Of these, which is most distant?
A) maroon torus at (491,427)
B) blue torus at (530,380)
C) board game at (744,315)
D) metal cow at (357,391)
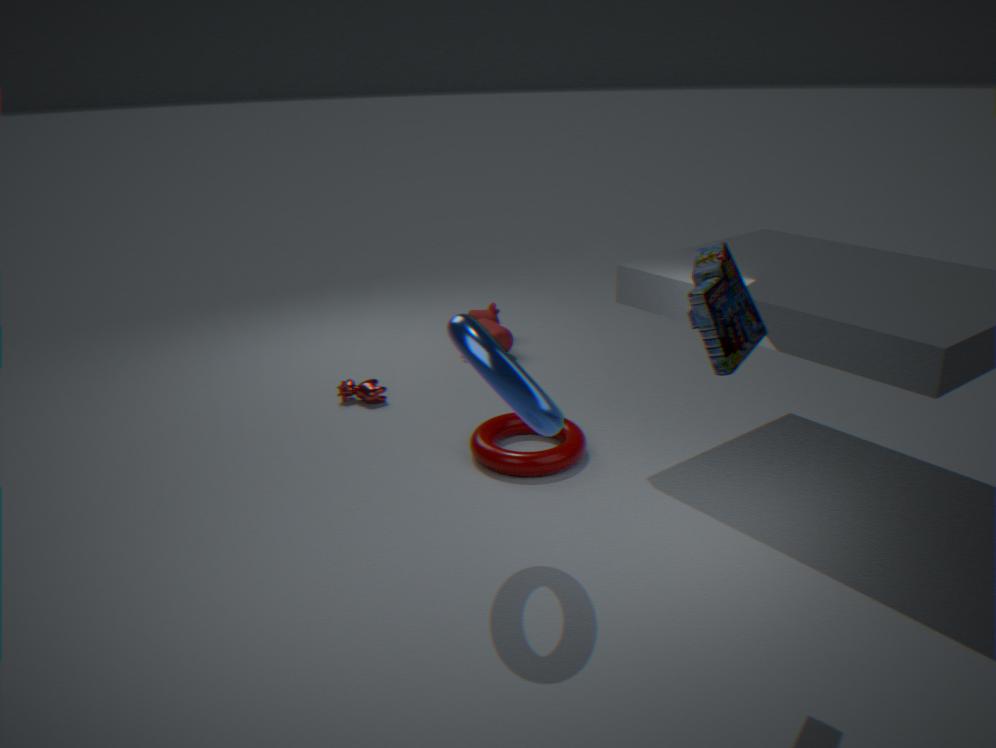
metal cow at (357,391)
